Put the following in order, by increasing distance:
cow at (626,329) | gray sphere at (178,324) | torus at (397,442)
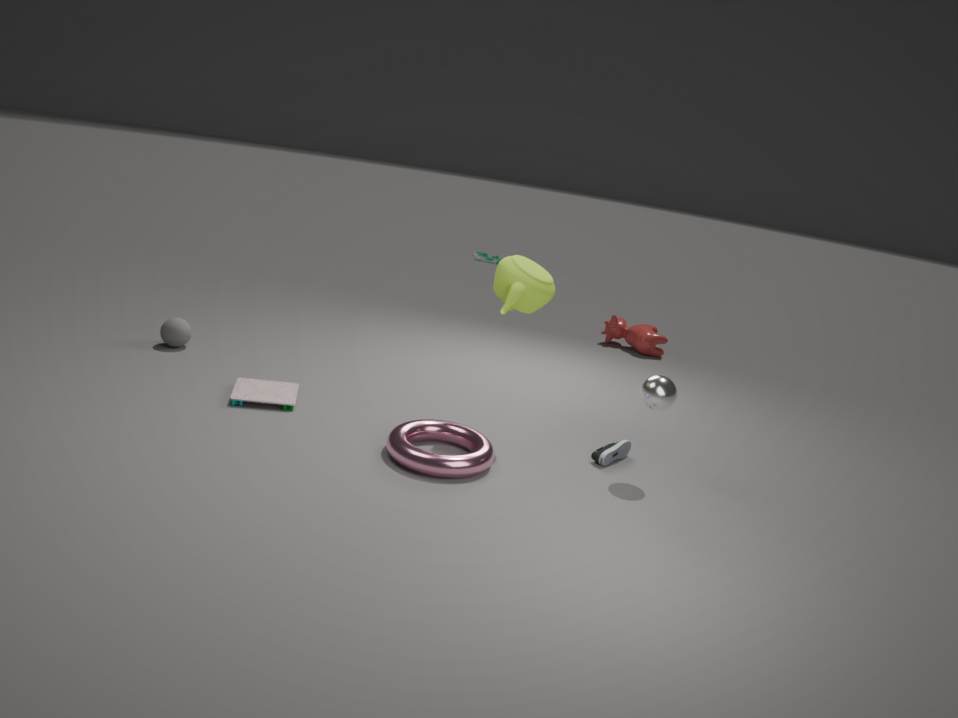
1. torus at (397,442)
2. gray sphere at (178,324)
3. cow at (626,329)
